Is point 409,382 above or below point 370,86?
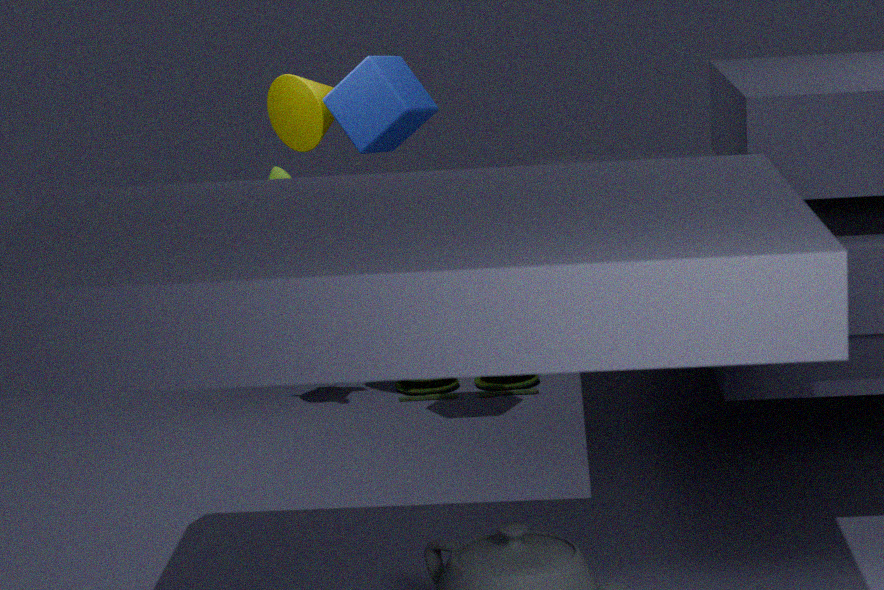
below
